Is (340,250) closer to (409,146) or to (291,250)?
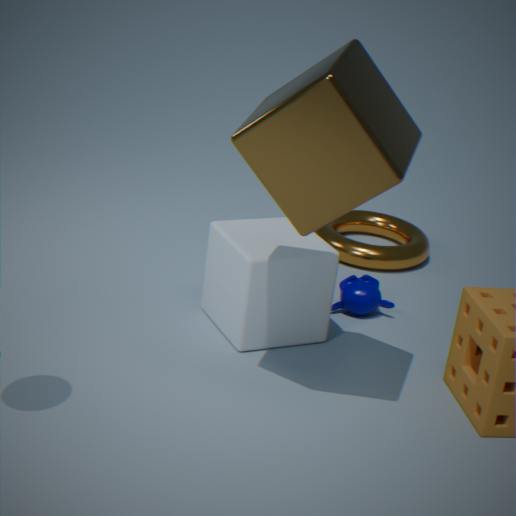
(291,250)
